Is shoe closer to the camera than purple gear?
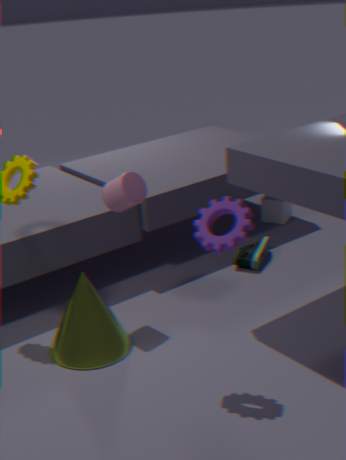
No
